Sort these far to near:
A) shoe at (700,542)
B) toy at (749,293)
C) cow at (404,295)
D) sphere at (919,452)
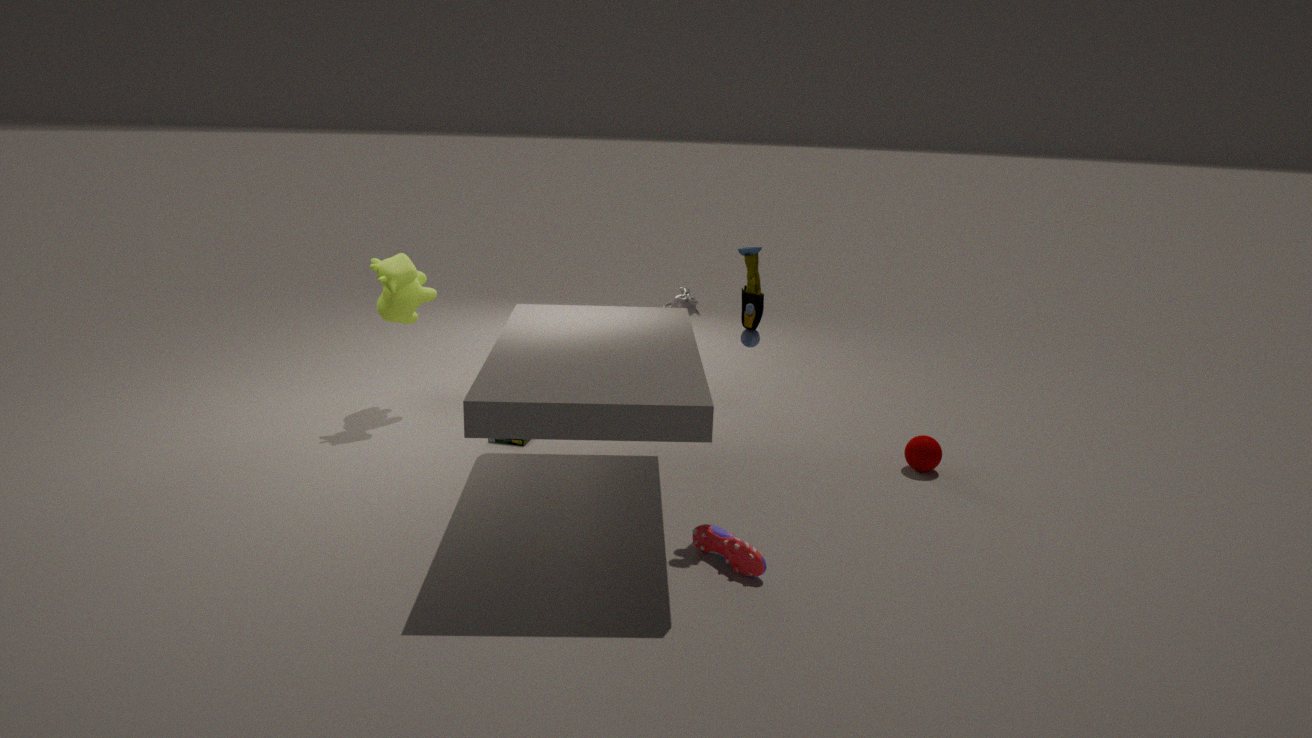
cow at (404,295)
sphere at (919,452)
toy at (749,293)
shoe at (700,542)
